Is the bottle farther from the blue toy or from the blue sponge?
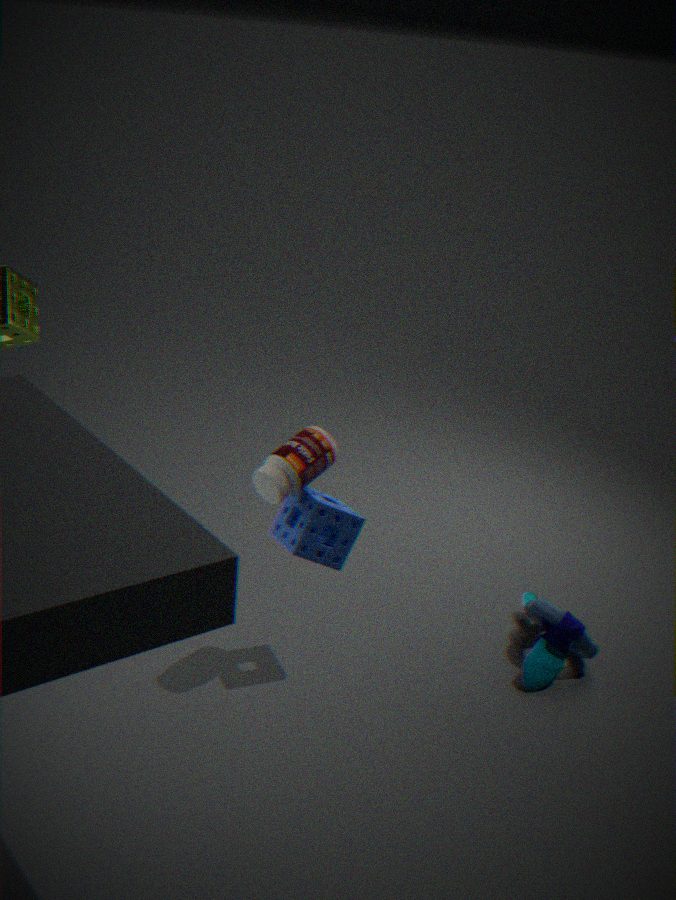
the blue toy
